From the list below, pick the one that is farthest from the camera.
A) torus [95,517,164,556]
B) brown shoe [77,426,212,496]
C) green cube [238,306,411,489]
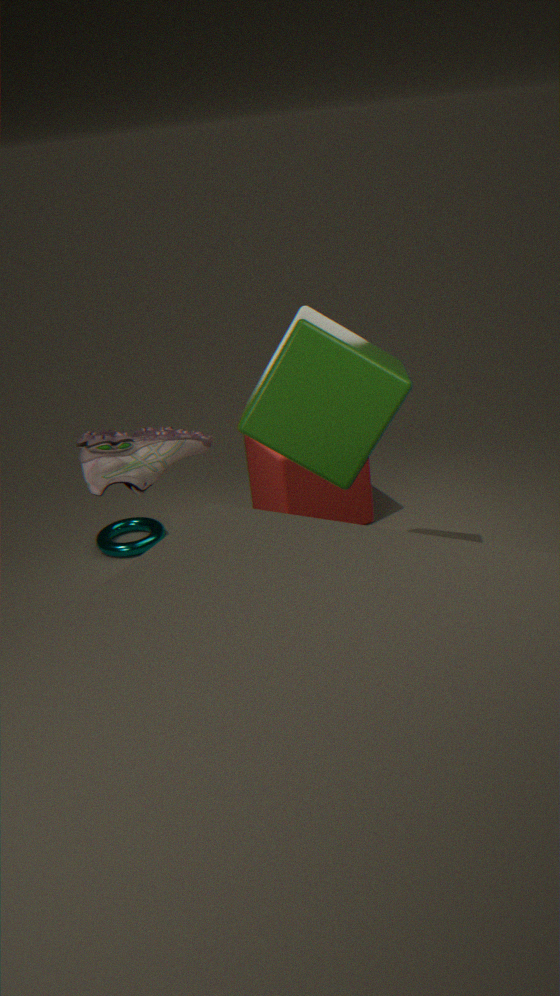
A. torus [95,517,164,556]
